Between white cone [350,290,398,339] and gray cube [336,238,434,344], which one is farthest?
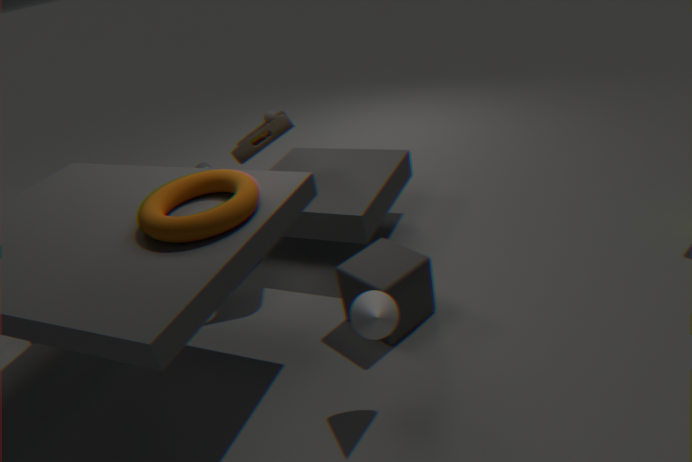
gray cube [336,238,434,344]
